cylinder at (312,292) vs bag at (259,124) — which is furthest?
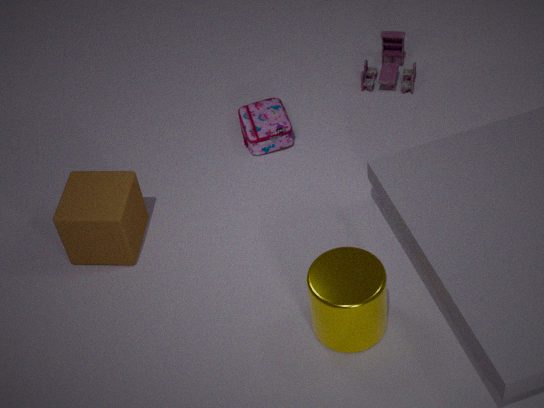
bag at (259,124)
